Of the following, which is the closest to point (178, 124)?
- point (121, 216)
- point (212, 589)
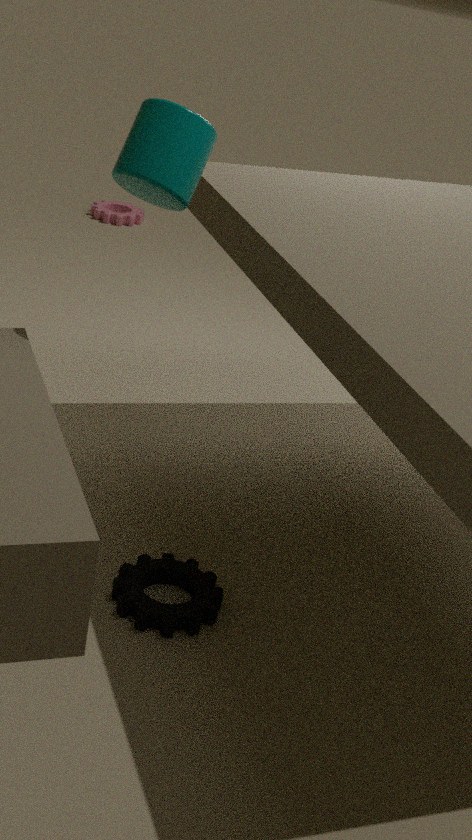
point (212, 589)
